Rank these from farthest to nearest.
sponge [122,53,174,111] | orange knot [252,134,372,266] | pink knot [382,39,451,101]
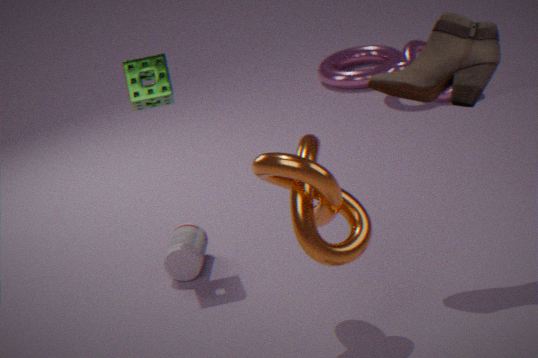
pink knot [382,39,451,101] < sponge [122,53,174,111] < orange knot [252,134,372,266]
